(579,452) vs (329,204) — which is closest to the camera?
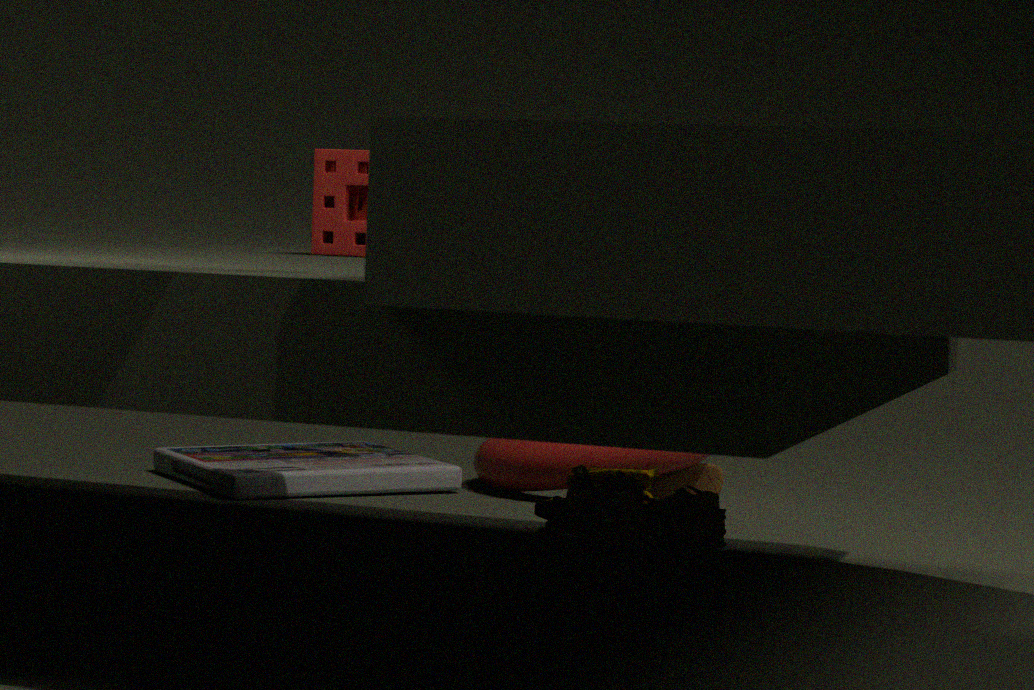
(329,204)
